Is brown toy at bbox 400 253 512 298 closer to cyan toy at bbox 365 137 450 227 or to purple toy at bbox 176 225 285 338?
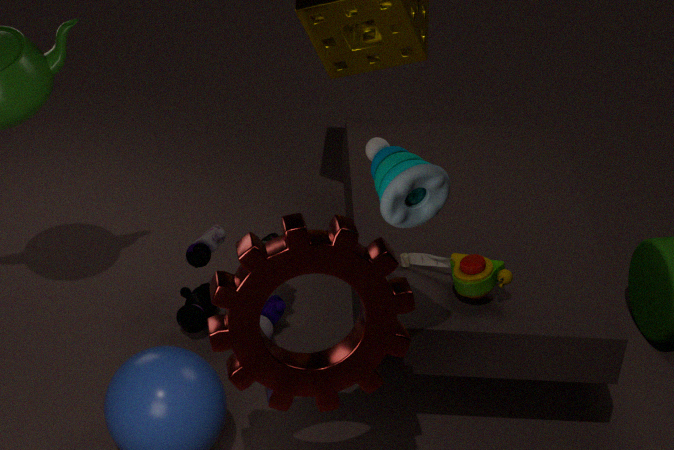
purple toy at bbox 176 225 285 338
